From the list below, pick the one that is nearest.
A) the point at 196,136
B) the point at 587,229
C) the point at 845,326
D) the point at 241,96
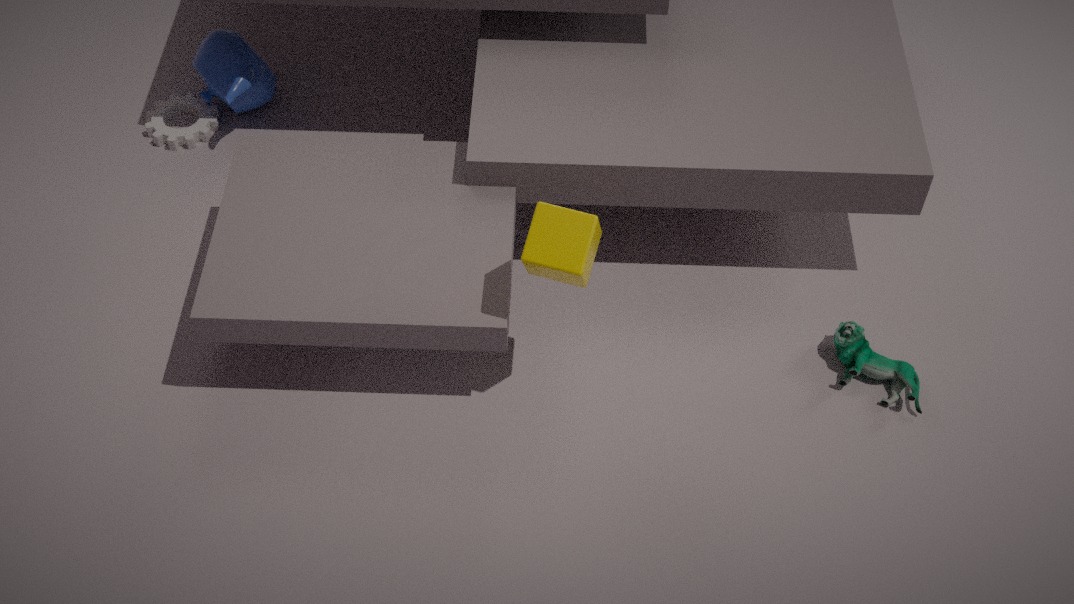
the point at 587,229
